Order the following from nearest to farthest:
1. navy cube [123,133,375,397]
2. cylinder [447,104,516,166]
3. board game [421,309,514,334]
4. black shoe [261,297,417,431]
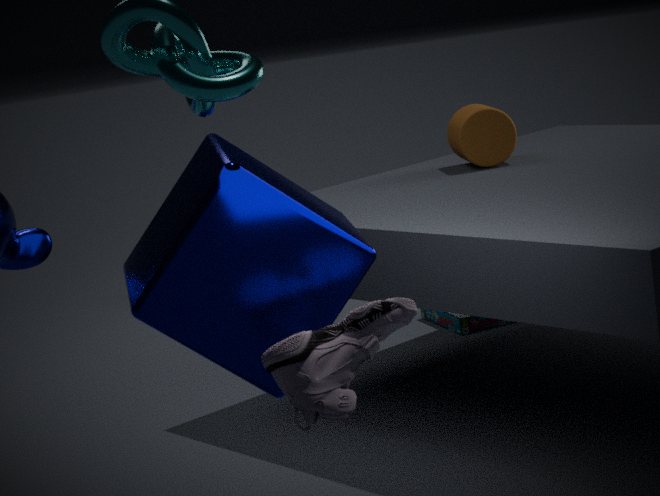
black shoe [261,297,417,431] → navy cube [123,133,375,397] → cylinder [447,104,516,166] → board game [421,309,514,334]
